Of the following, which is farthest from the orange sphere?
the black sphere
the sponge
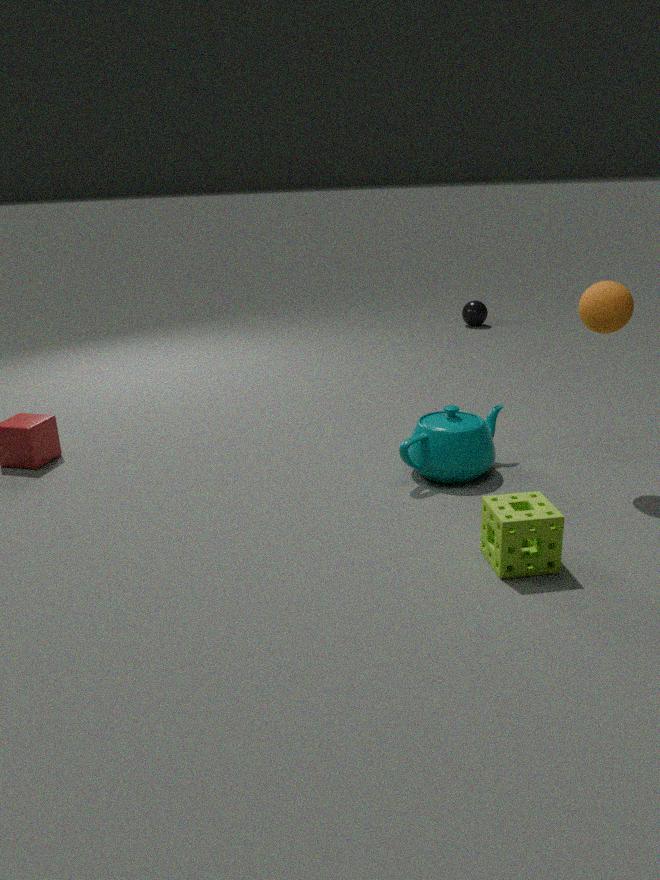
the black sphere
